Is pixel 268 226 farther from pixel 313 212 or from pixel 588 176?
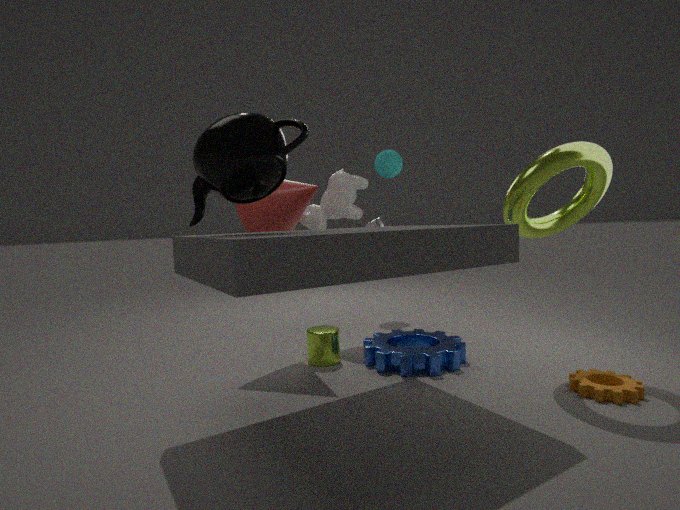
pixel 588 176
